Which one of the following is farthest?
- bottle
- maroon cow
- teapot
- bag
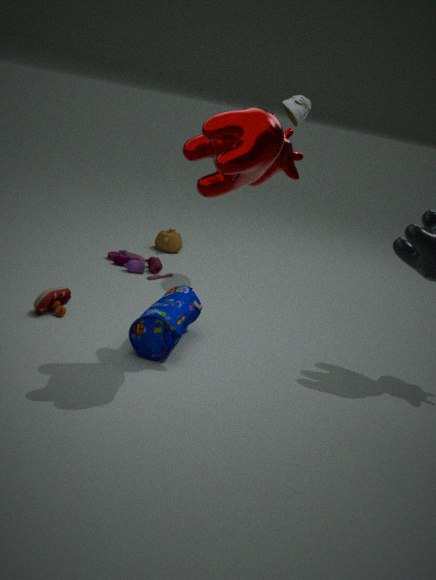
teapot
